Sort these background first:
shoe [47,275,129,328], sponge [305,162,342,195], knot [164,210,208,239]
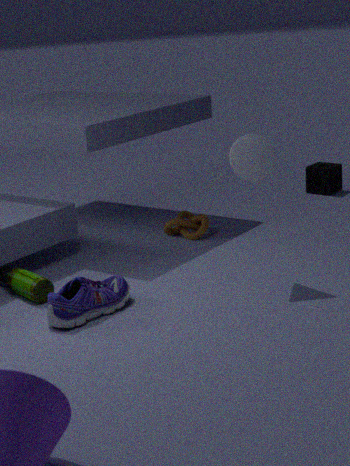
sponge [305,162,342,195]
knot [164,210,208,239]
shoe [47,275,129,328]
